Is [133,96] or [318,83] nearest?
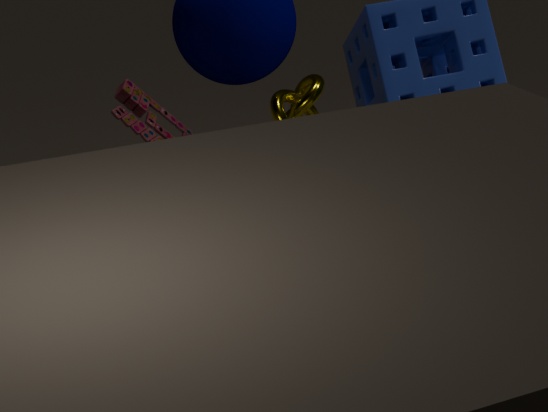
[133,96]
